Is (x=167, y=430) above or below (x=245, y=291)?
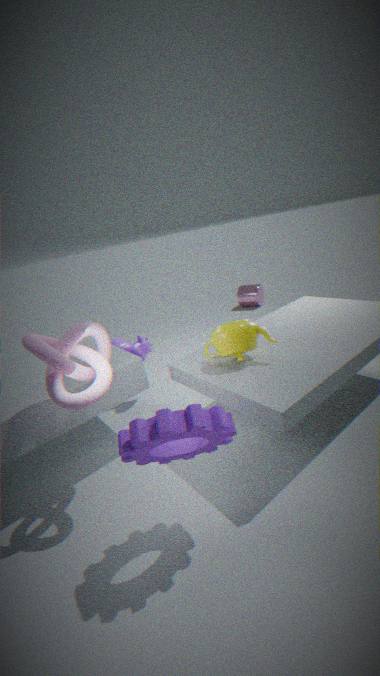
above
